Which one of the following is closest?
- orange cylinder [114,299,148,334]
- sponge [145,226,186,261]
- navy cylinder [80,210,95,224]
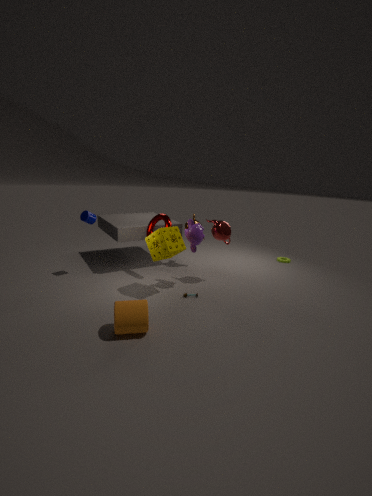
orange cylinder [114,299,148,334]
